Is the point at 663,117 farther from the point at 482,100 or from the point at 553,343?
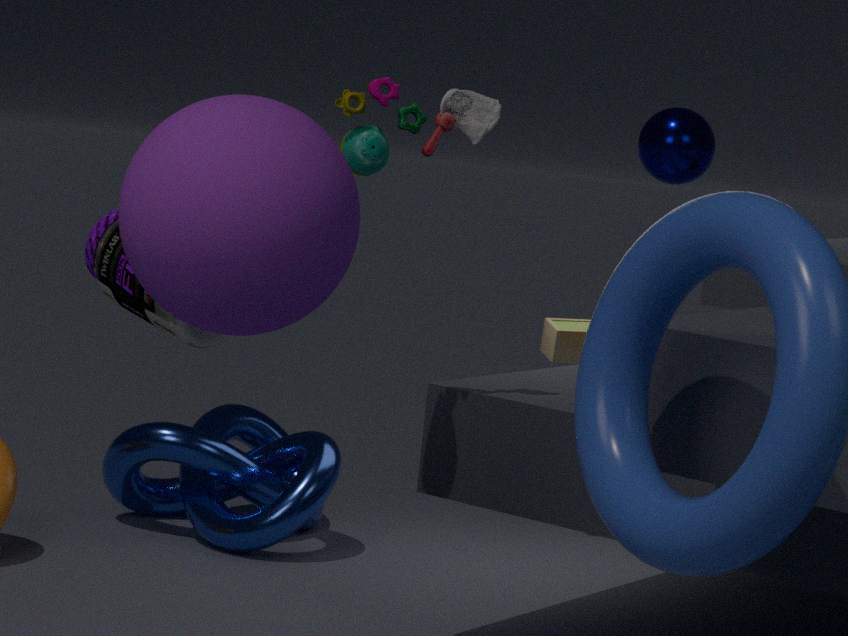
the point at 482,100
